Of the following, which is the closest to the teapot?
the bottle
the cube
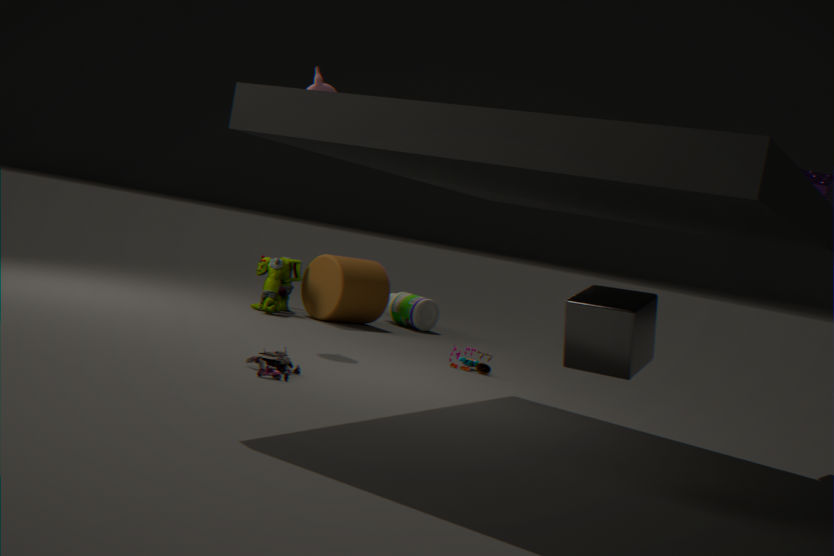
the bottle
